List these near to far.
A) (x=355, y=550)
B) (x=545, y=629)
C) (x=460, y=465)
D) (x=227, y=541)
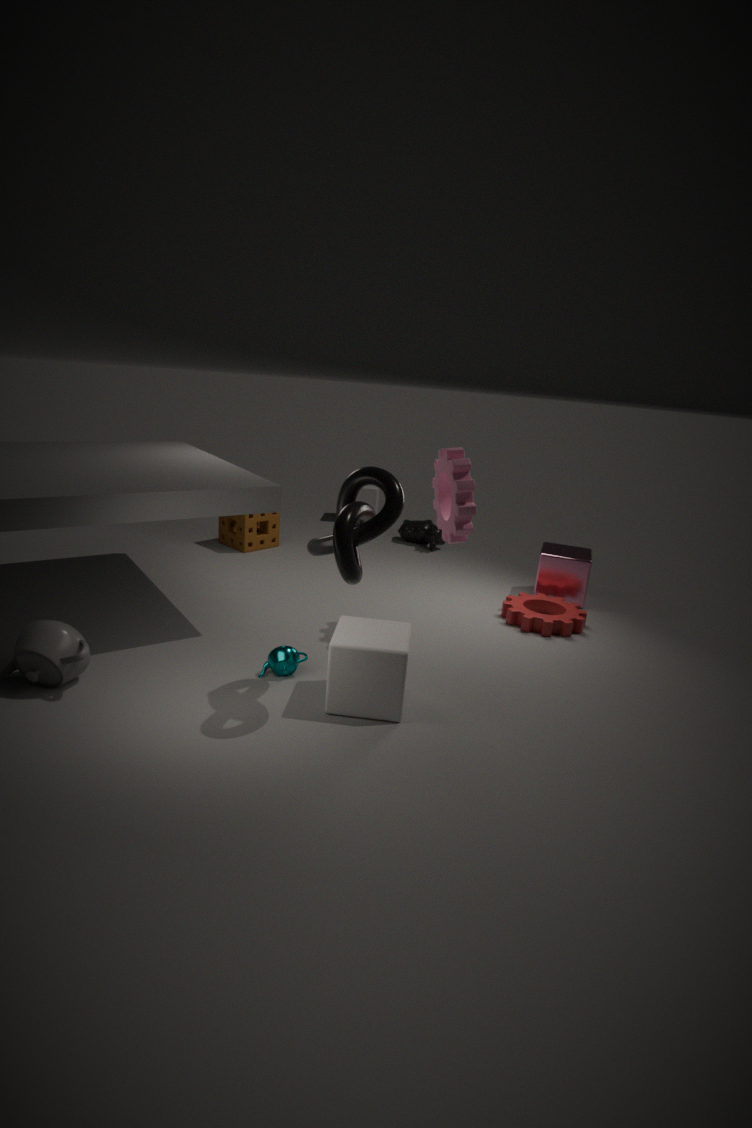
1. (x=355, y=550)
2. (x=460, y=465)
3. (x=545, y=629)
4. (x=227, y=541)
